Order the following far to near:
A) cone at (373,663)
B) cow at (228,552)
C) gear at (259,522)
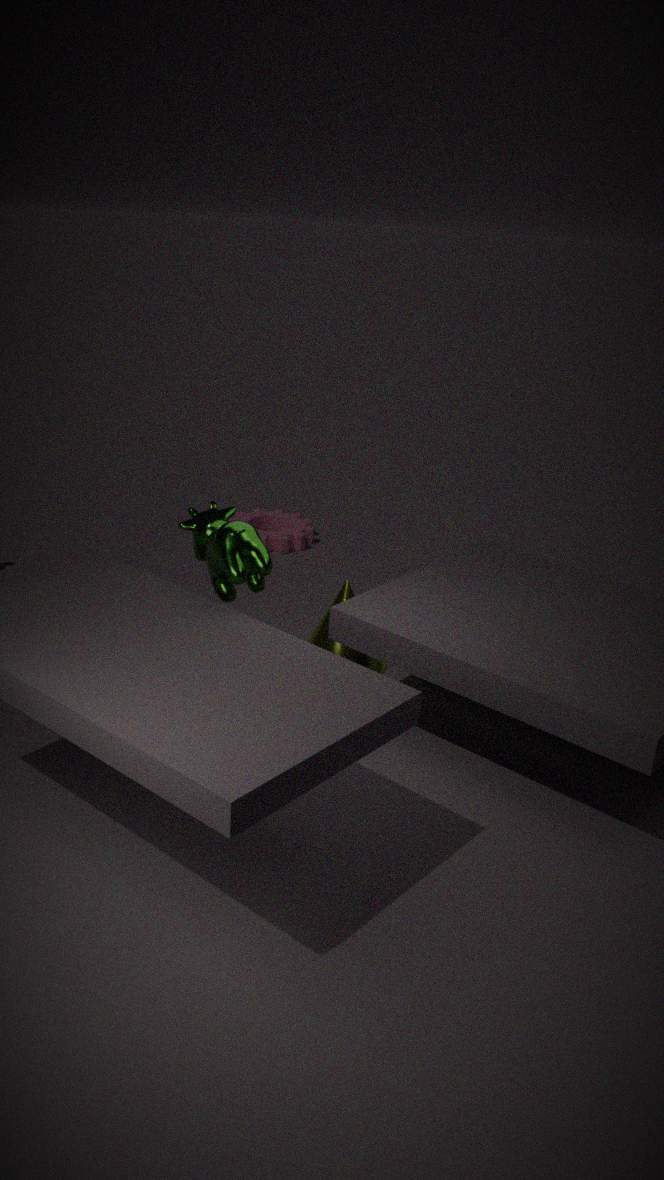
1. gear at (259,522)
2. cone at (373,663)
3. cow at (228,552)
